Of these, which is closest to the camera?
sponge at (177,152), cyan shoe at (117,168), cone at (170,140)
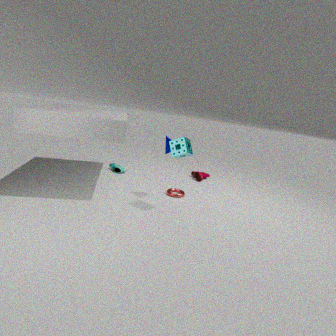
sponge at (177,152)
